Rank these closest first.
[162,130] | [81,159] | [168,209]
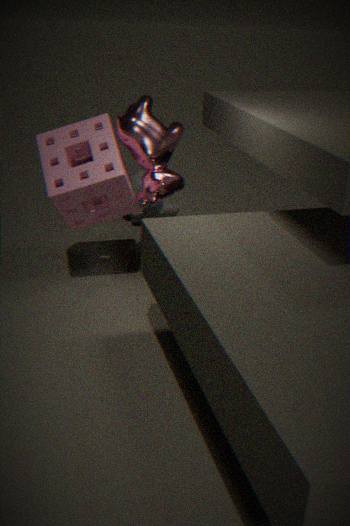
[162,130] < [81,159] < [168,209]
